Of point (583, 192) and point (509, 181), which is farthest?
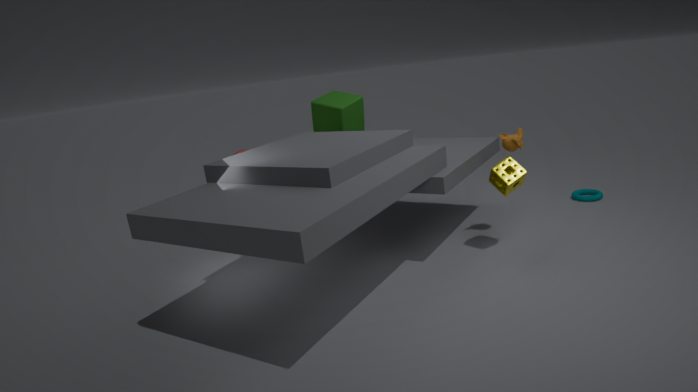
point (583, 192)
